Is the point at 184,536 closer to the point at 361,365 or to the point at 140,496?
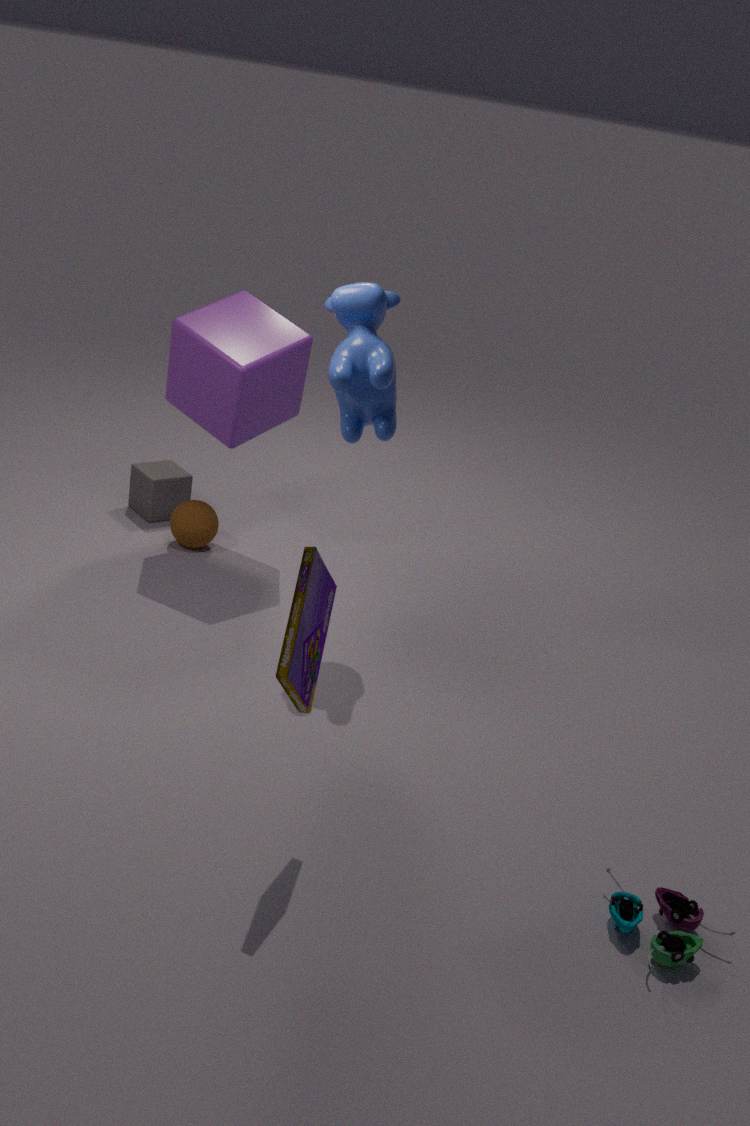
the point at 140,496
